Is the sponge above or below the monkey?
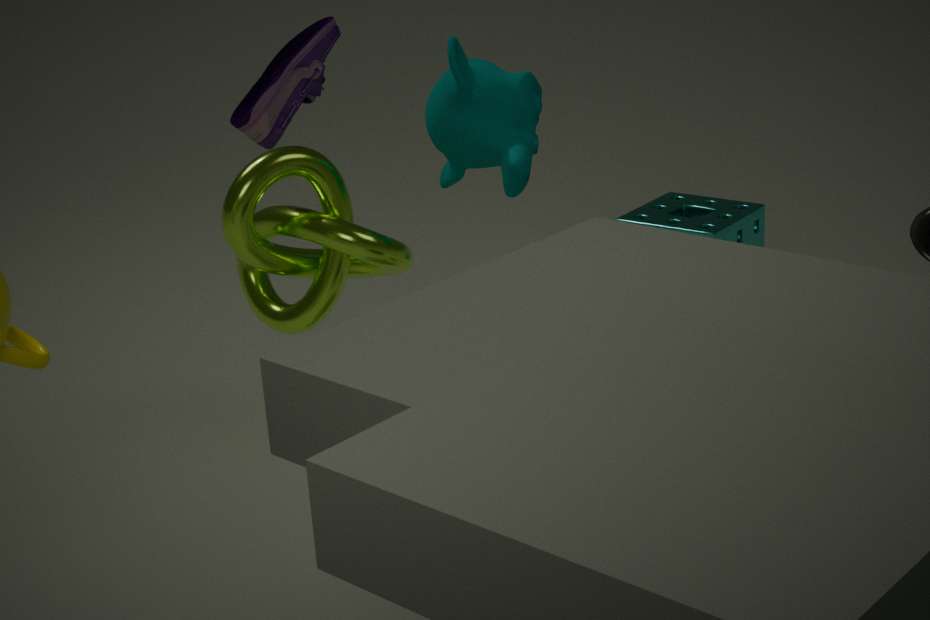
below
